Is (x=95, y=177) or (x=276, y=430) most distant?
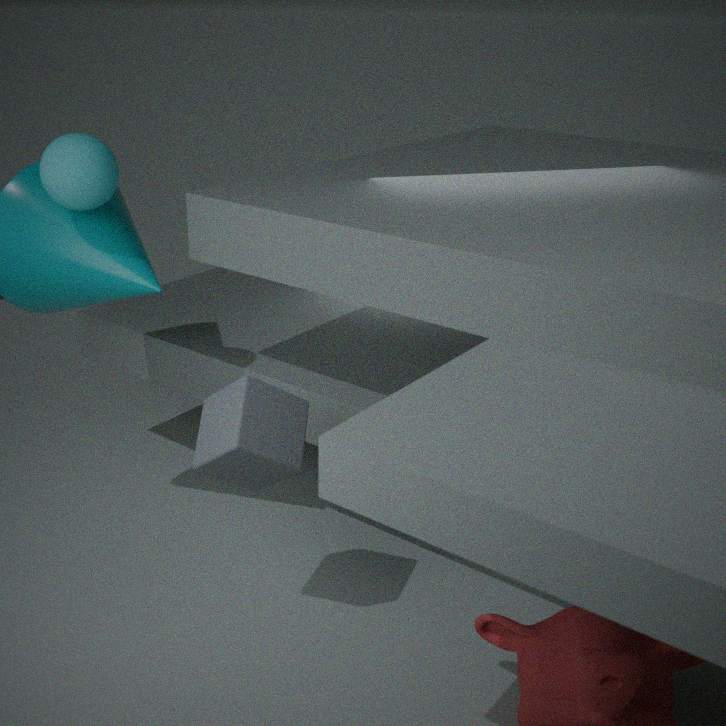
(x=95, y=177)
